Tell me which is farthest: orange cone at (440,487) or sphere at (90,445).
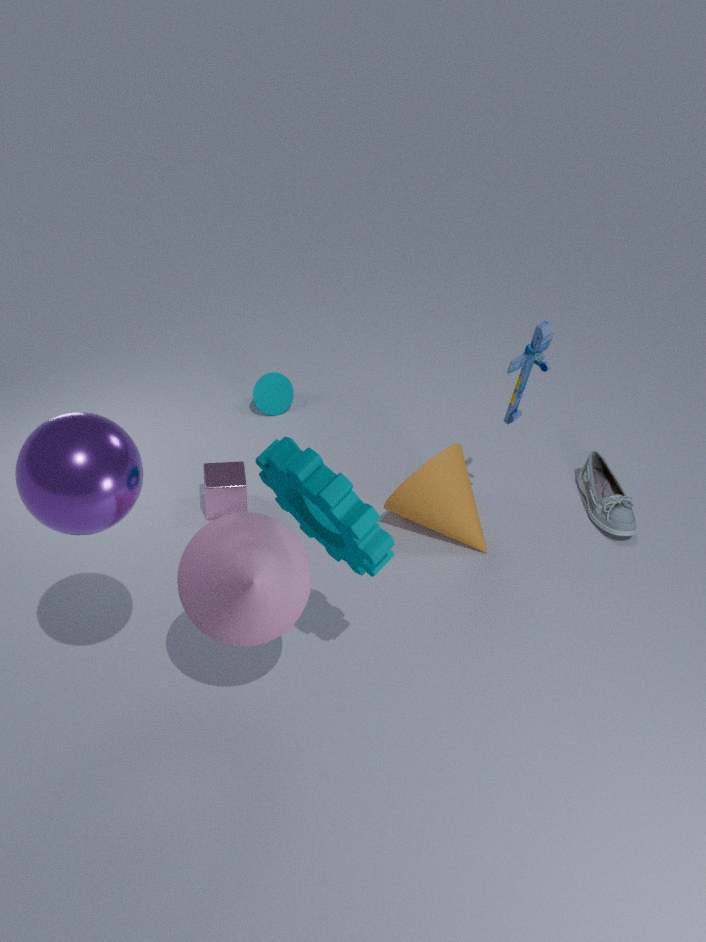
orange cone at (440,487)
